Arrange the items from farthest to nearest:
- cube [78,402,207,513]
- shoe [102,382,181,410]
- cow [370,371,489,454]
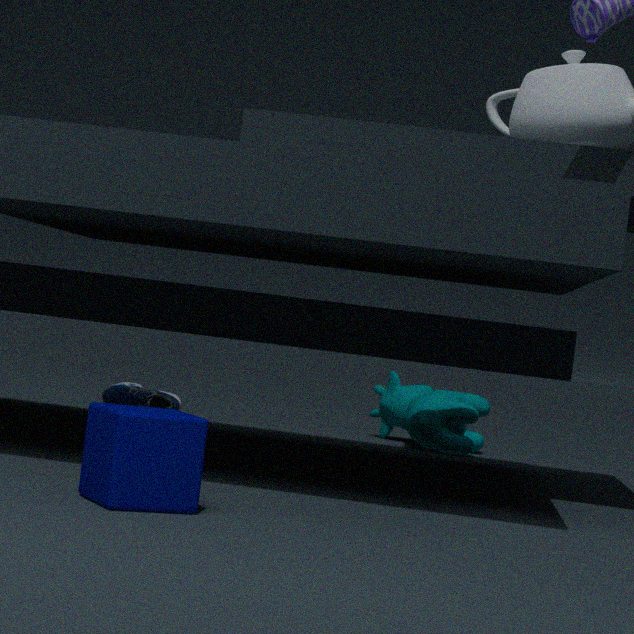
shoe [102,382,181,410], cow [370,371,489,454], cube [78,402,207,513]
